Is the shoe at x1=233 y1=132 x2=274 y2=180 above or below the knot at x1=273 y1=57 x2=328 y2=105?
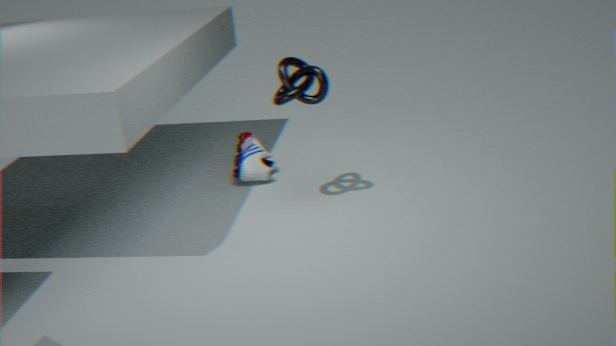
below
